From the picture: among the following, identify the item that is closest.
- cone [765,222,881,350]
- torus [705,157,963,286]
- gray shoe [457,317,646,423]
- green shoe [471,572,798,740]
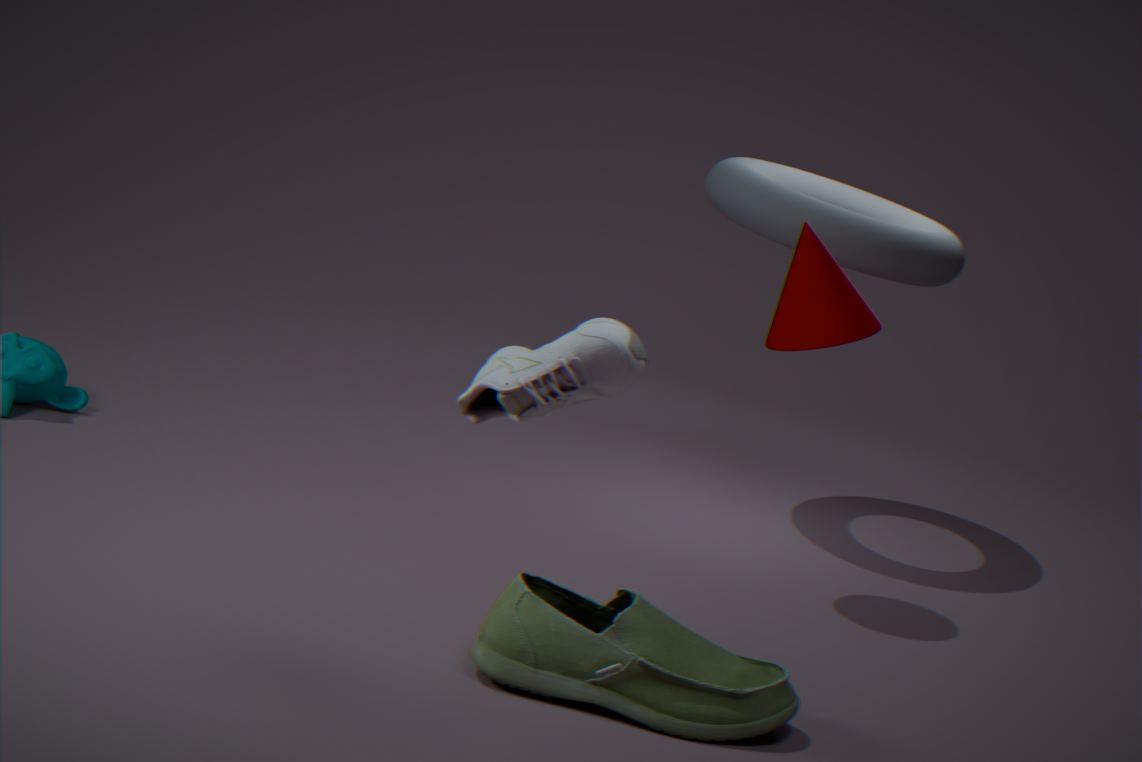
gray shoe [457,317,646,423]
